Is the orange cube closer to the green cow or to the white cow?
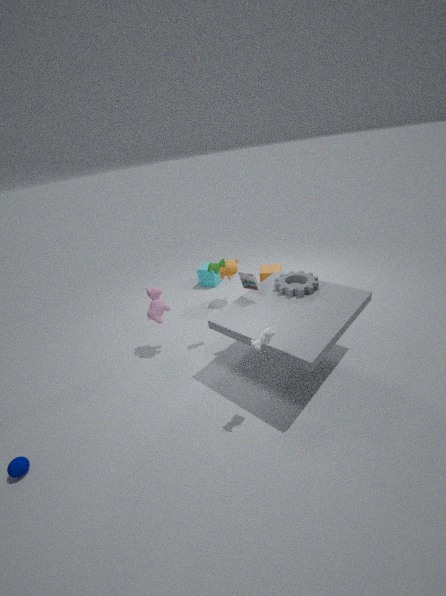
the green cow
